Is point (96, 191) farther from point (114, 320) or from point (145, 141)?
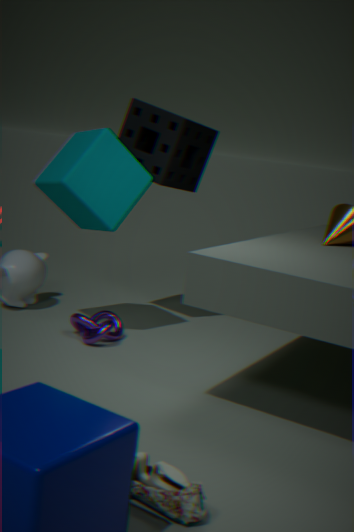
point (114, 320)
